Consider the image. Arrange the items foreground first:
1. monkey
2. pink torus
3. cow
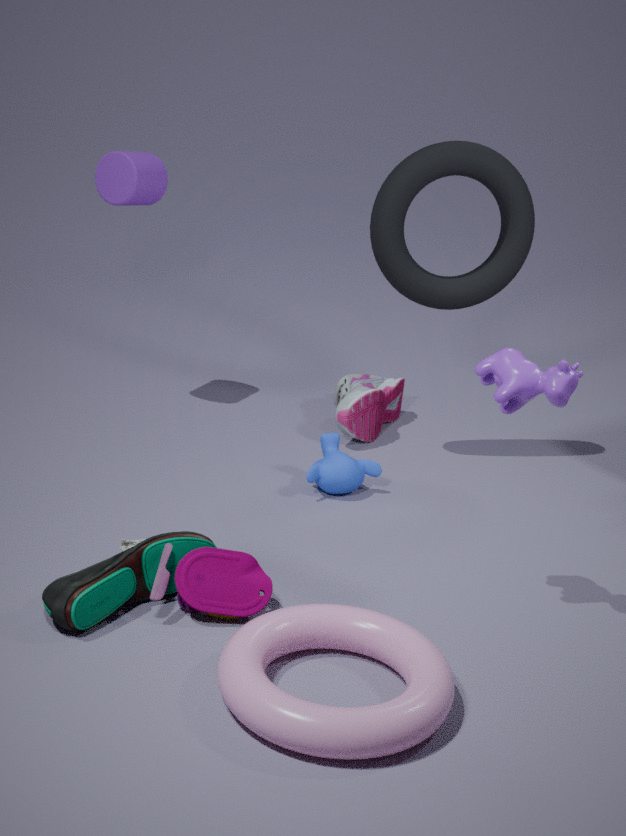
pink torus
cow
monkey
